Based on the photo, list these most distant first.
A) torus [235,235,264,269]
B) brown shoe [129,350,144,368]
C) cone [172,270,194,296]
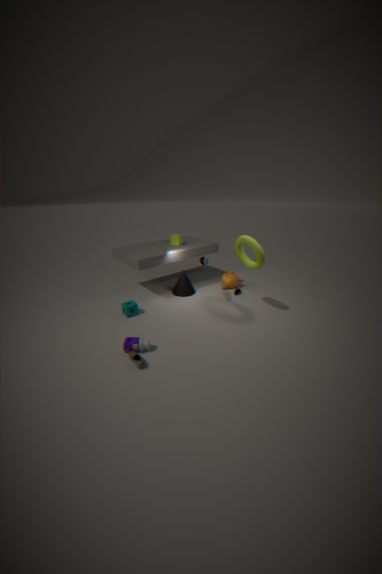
cone [172,270,194,296] < torus [235,235,264,269] < brown shoe [129,350,144,368]
